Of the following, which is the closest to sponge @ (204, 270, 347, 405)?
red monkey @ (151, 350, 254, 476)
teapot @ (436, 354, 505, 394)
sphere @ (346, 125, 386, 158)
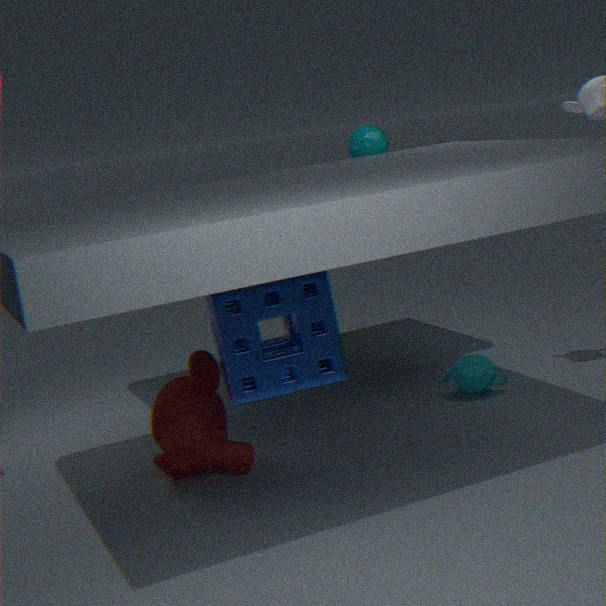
red monkey @ (151, 350, 254, 476)
